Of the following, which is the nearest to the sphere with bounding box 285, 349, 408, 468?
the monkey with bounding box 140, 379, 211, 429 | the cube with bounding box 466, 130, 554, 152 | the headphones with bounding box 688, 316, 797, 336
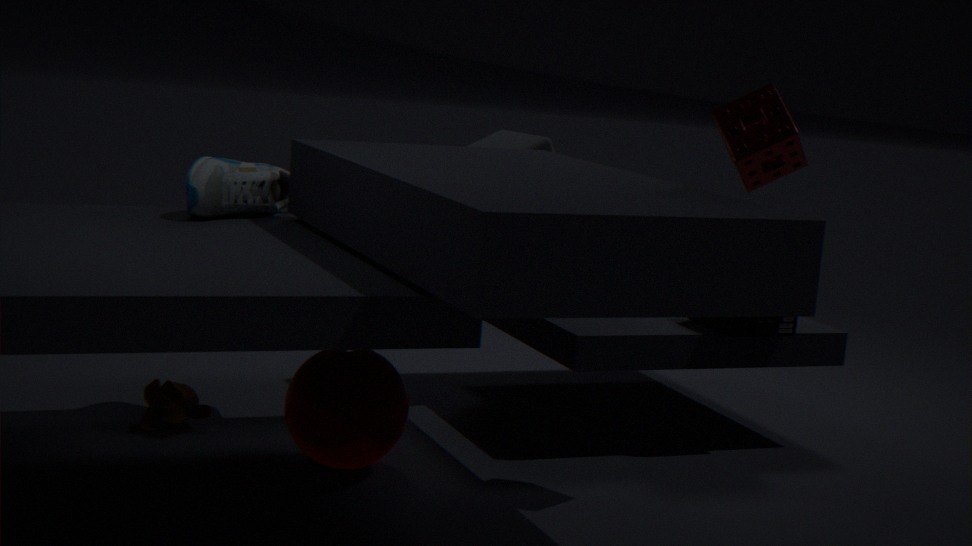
the monkey with bounding box 140, 379, 211, 429
